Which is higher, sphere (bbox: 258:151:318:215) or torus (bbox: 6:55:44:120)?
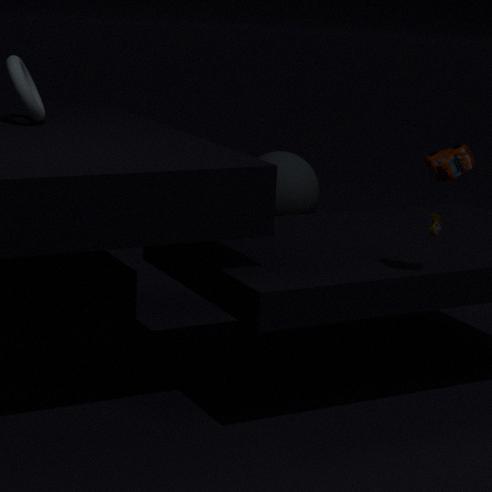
torus (bbox: 6:55:44:120)
